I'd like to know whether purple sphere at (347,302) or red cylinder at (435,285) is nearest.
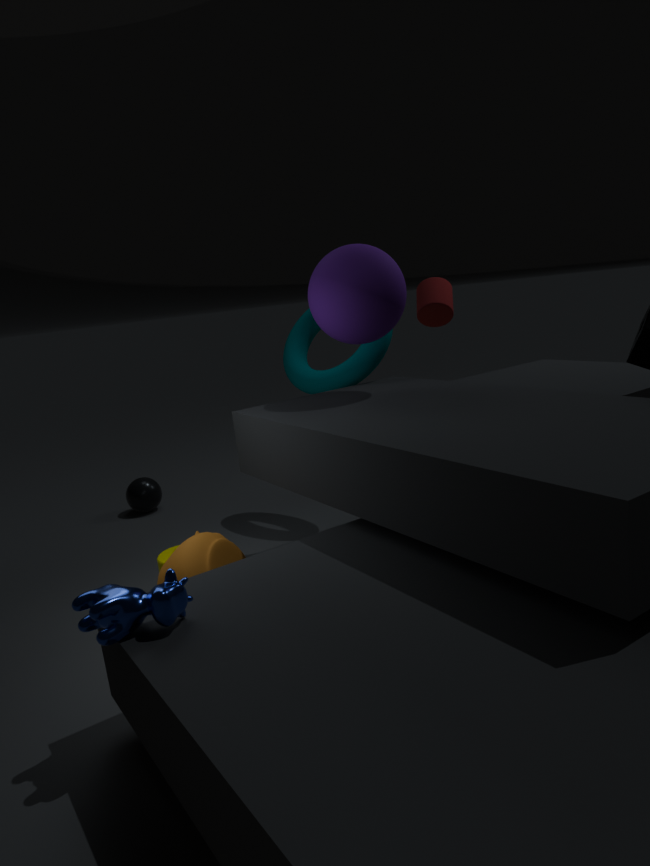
purple sphere at (347,302)
